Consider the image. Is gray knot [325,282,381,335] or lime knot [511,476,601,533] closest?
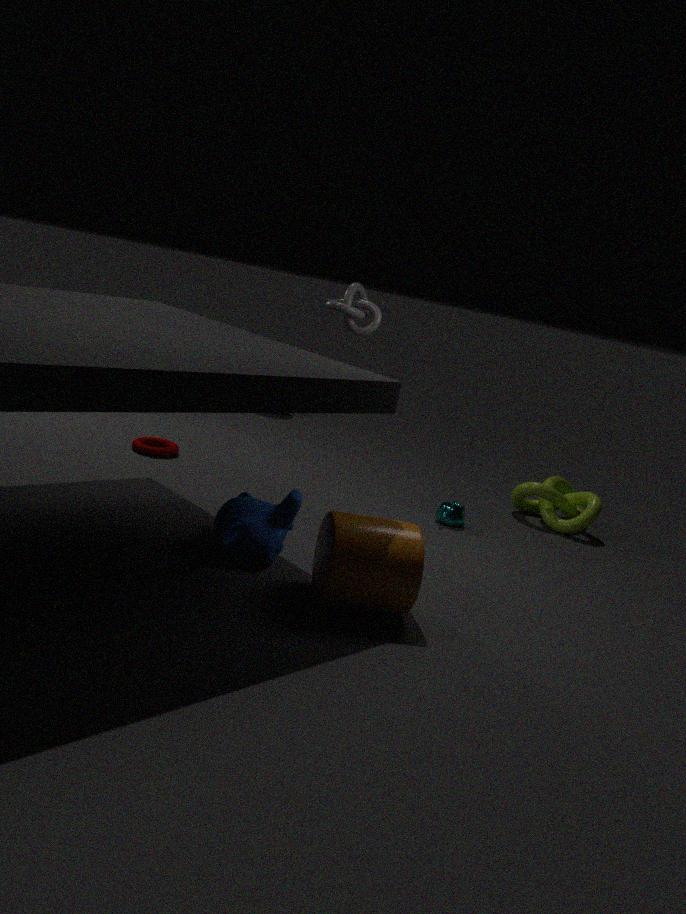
gray knot [325,282,381,335]
